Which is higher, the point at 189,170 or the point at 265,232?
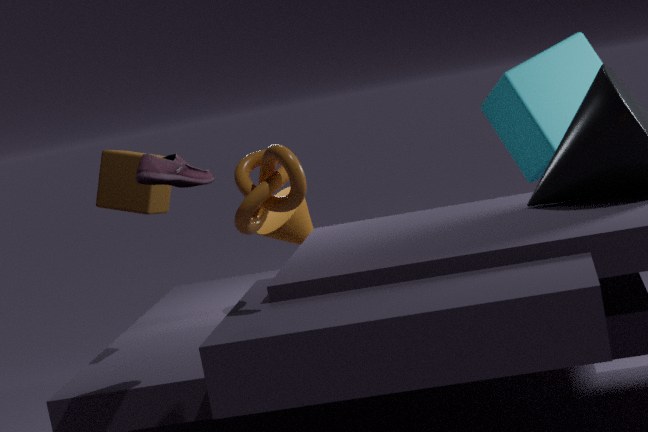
the point at 189,170
